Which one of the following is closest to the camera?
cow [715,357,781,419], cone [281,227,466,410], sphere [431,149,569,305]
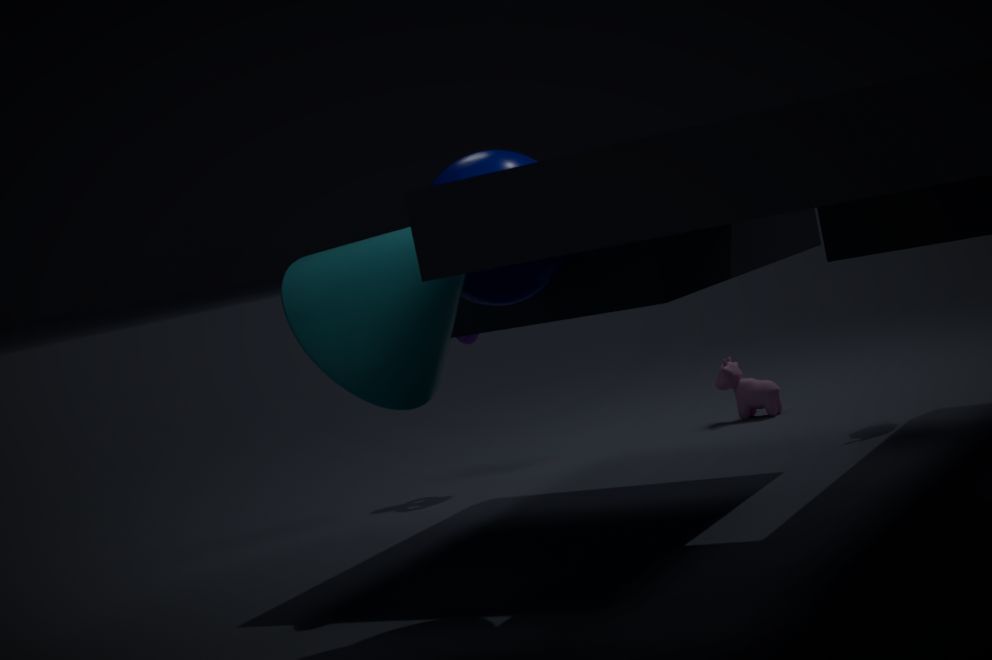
cone [281,227,466,410]
